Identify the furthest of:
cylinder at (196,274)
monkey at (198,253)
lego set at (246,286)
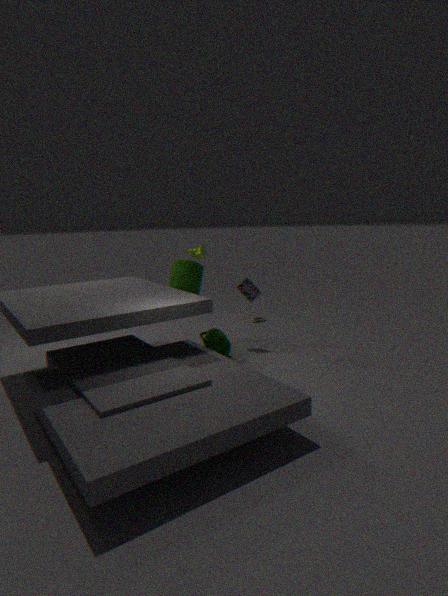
lego set at (246,286)
